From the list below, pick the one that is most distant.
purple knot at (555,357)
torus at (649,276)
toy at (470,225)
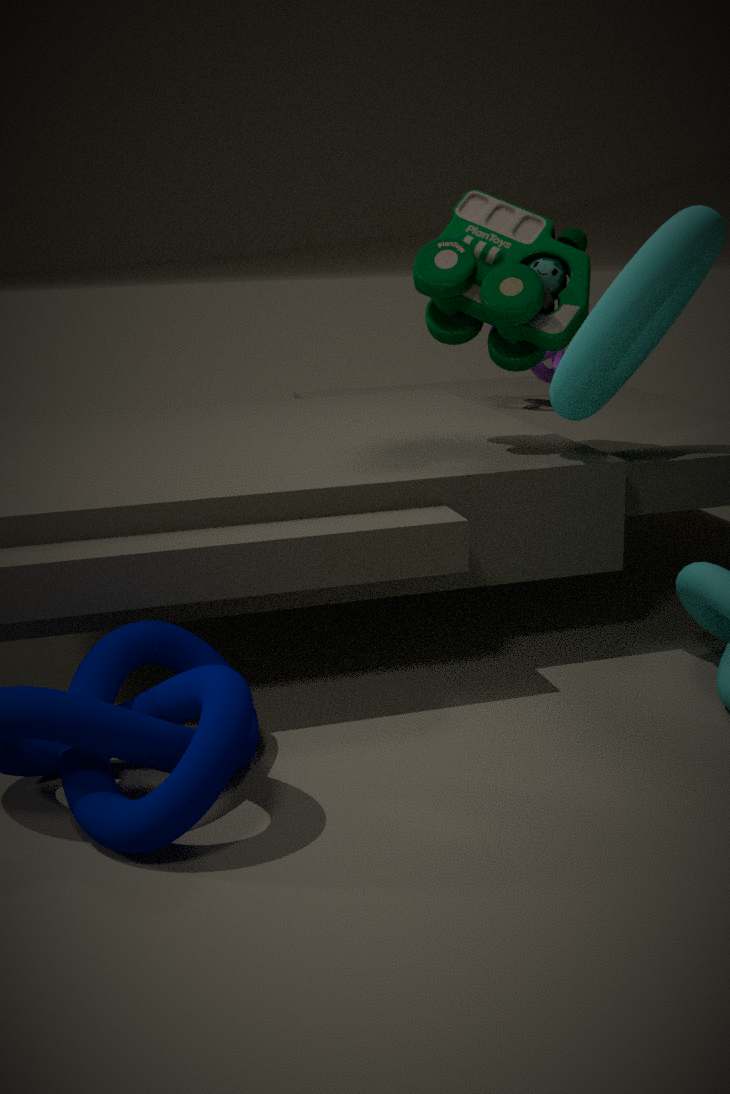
purple knot at (555,357)
